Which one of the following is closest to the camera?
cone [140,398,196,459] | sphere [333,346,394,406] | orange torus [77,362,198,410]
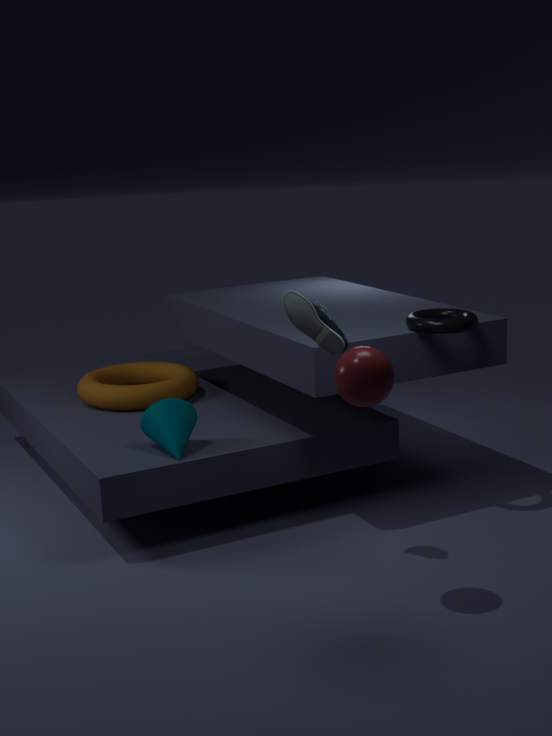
sphere [333,346,394,406]
